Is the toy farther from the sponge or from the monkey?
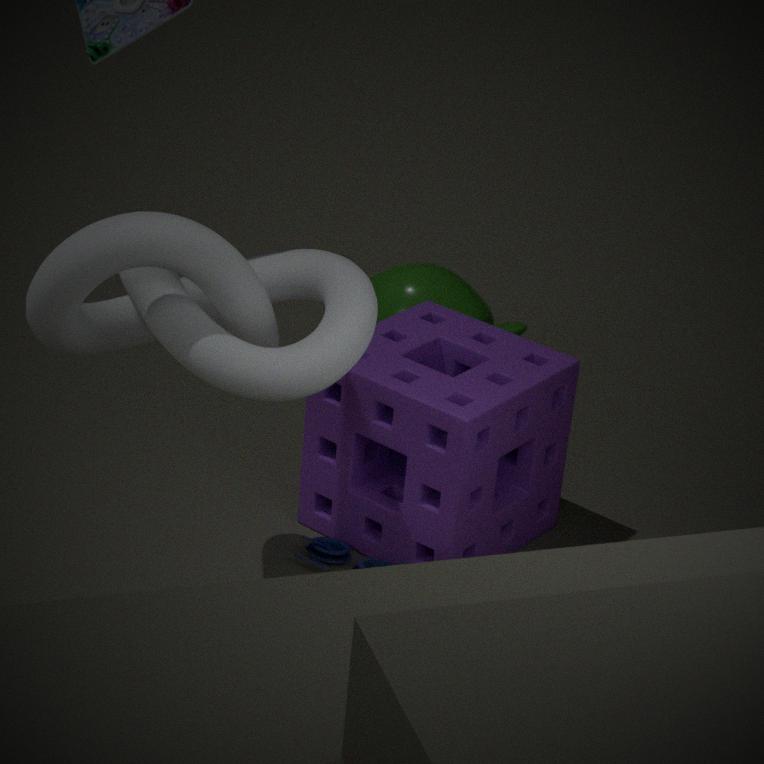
the monkey
